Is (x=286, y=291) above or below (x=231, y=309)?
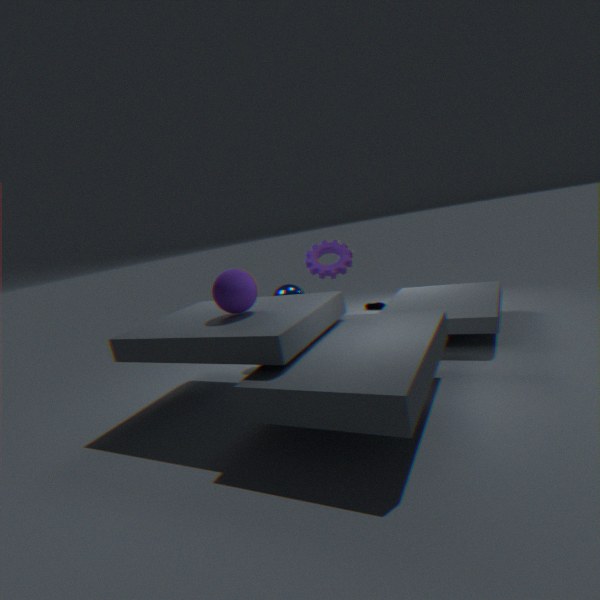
below
